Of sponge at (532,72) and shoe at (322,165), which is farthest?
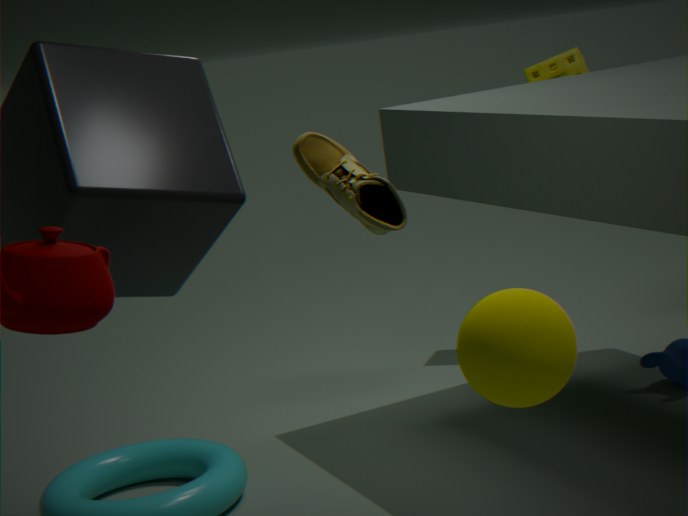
sponge at (532,72)
